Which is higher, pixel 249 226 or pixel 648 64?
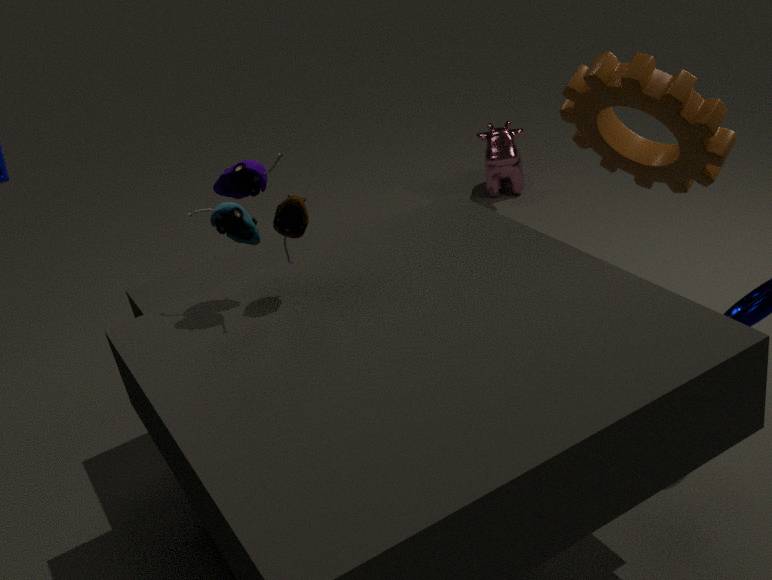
pixel 249 226
